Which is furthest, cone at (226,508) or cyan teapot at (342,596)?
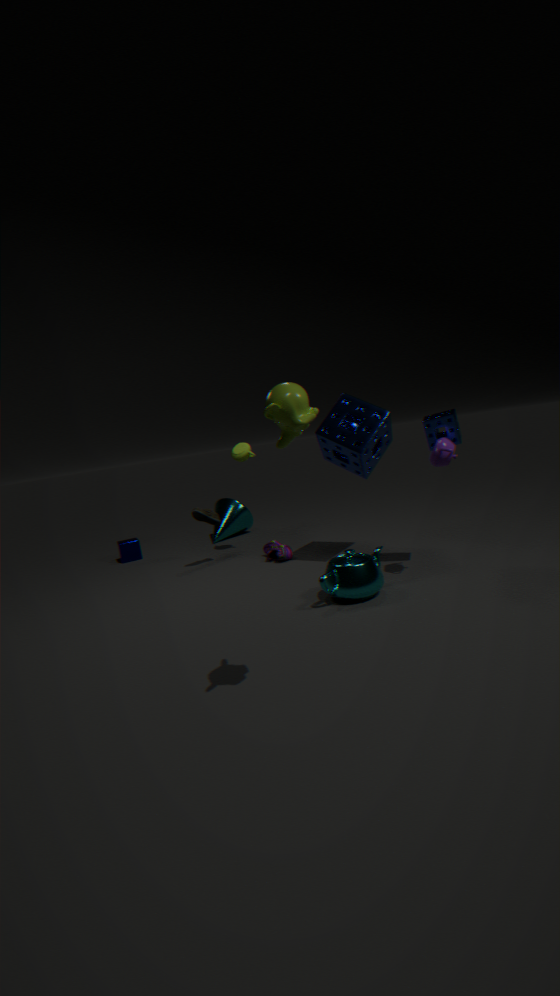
cone at (226,508)
